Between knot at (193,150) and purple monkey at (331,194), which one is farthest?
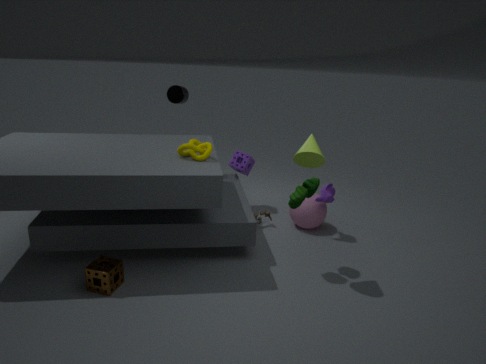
purple monkey at (331,194)
